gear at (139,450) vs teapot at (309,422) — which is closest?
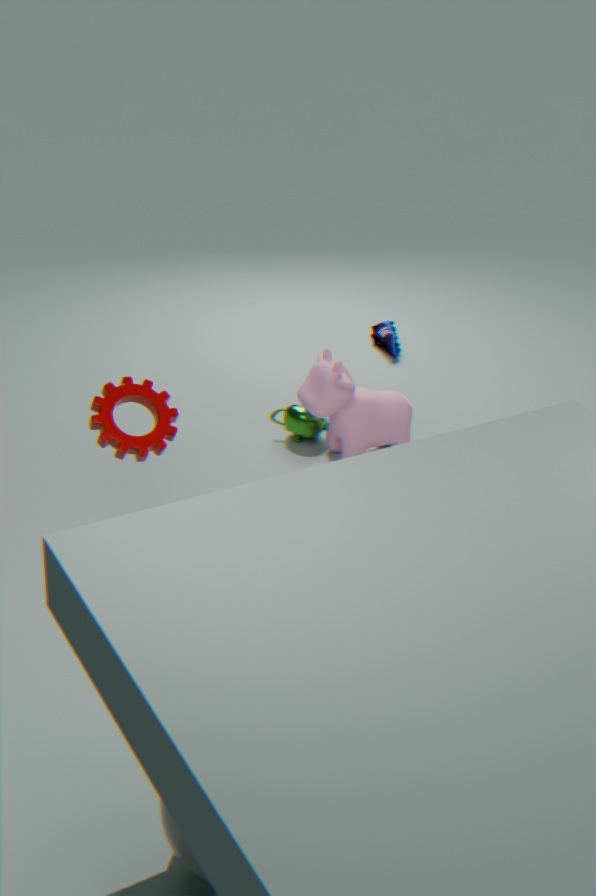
gear at (139,450)
